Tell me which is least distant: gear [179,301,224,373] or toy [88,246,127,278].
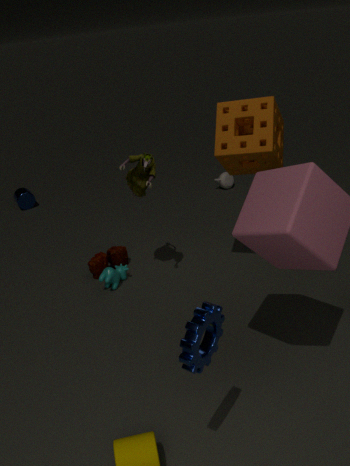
gear [179,301,224,373]
